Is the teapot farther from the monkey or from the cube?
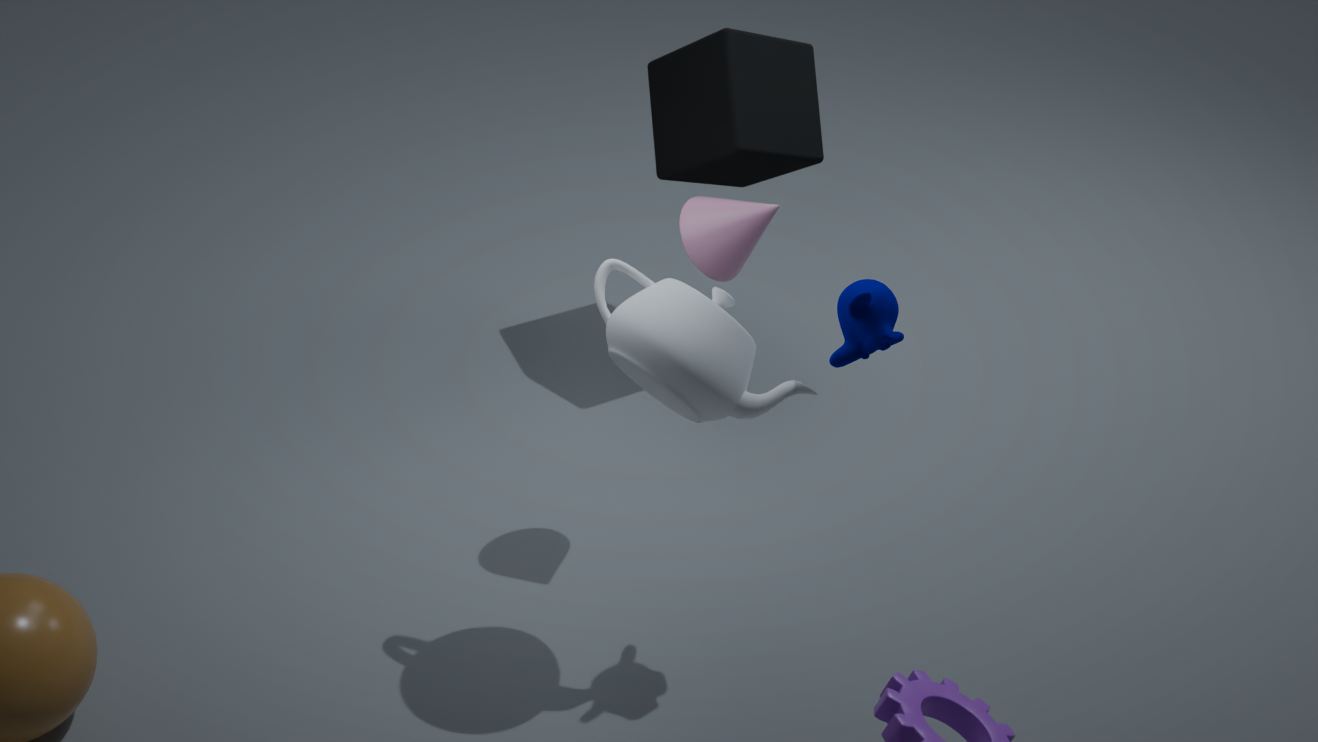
the cube
